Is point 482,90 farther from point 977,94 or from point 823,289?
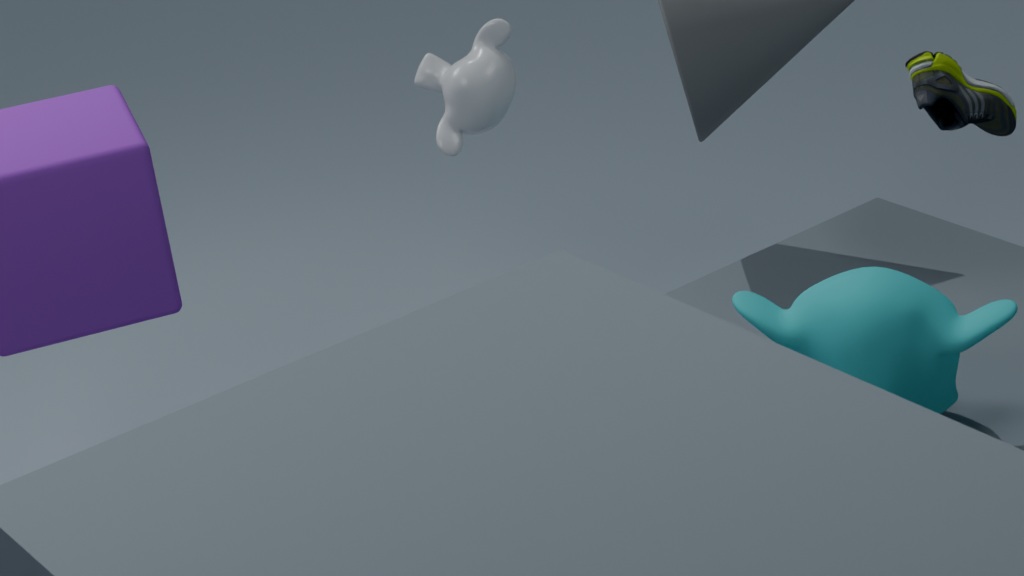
point 977,94
